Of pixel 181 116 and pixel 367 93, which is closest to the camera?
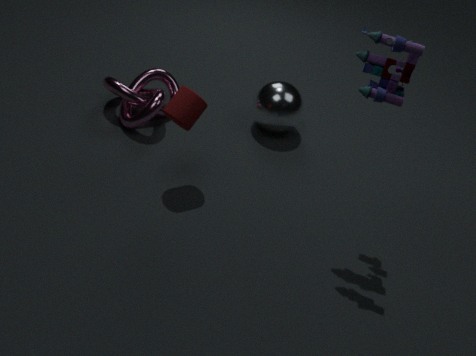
pixel 367 93
